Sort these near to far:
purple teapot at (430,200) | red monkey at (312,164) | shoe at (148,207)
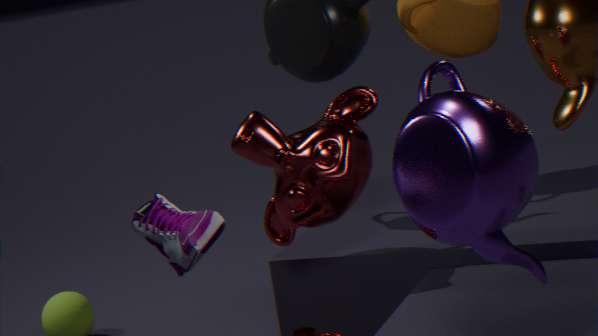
purple teapot at (430,200) → shoe at (148,207) → red monkey at (312,164)
